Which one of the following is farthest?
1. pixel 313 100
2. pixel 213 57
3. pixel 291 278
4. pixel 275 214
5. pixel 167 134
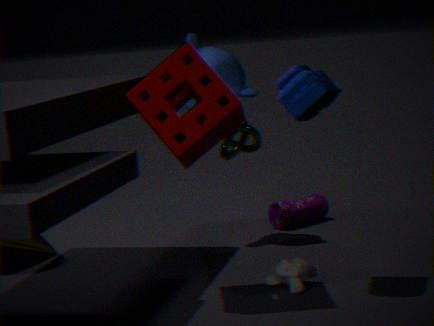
pixel 275 214
